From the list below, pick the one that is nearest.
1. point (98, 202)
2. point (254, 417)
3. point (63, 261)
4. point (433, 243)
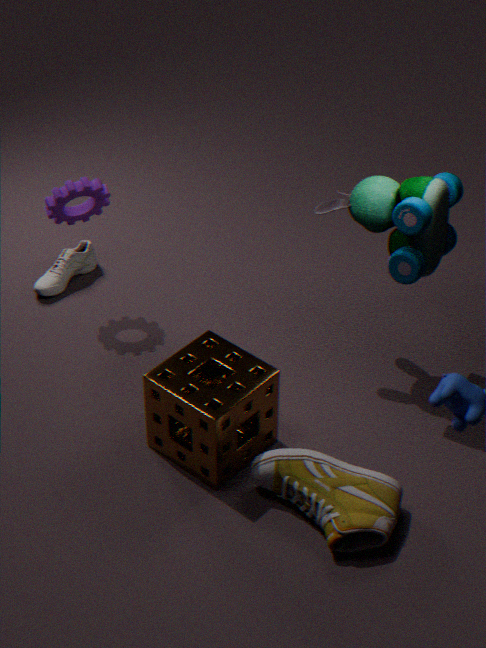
point (254, 417)
